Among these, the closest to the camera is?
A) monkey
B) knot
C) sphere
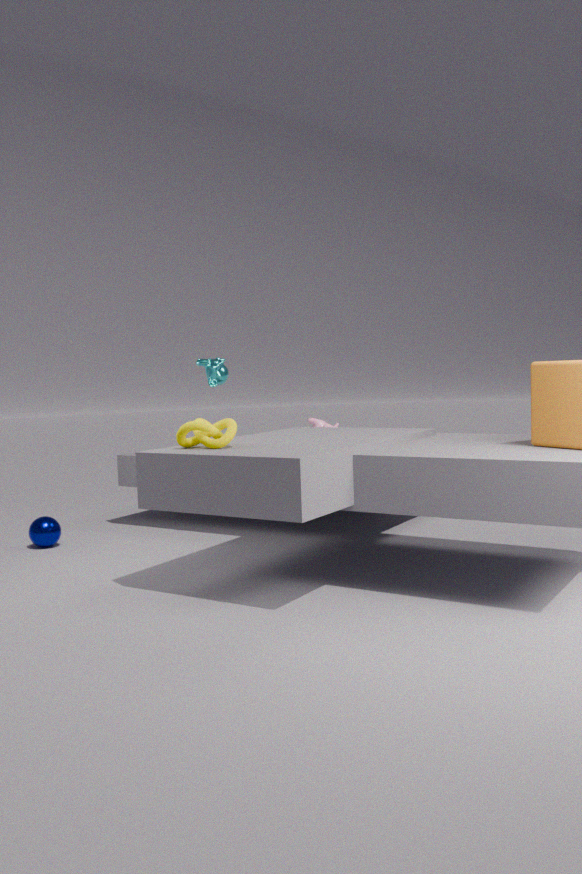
knot
